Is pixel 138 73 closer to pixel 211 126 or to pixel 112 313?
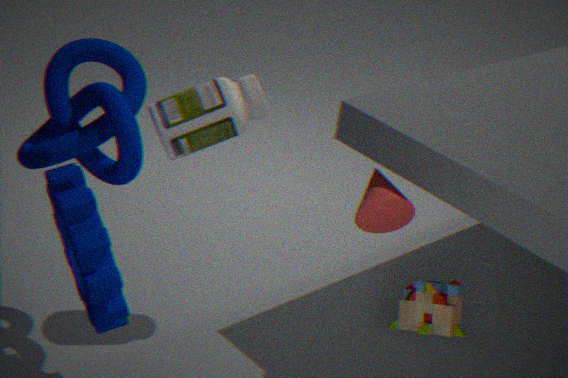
pixel 211 126
